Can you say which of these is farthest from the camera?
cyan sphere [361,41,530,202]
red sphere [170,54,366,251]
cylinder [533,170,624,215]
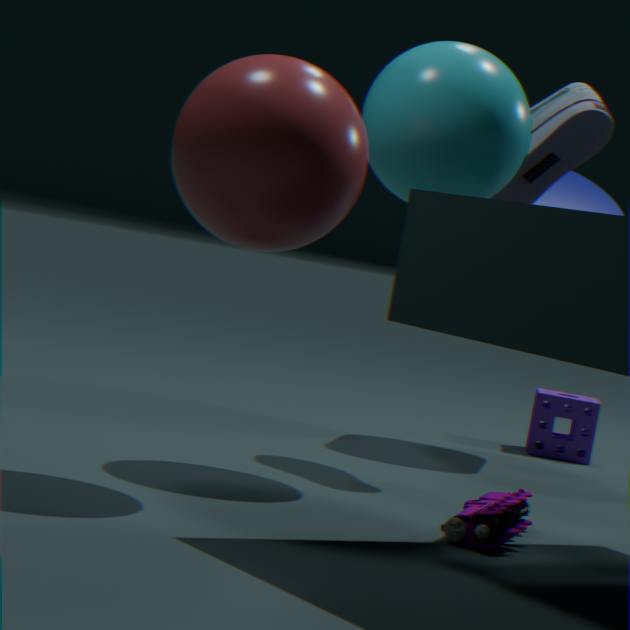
cylinder [533,170,624,215]
